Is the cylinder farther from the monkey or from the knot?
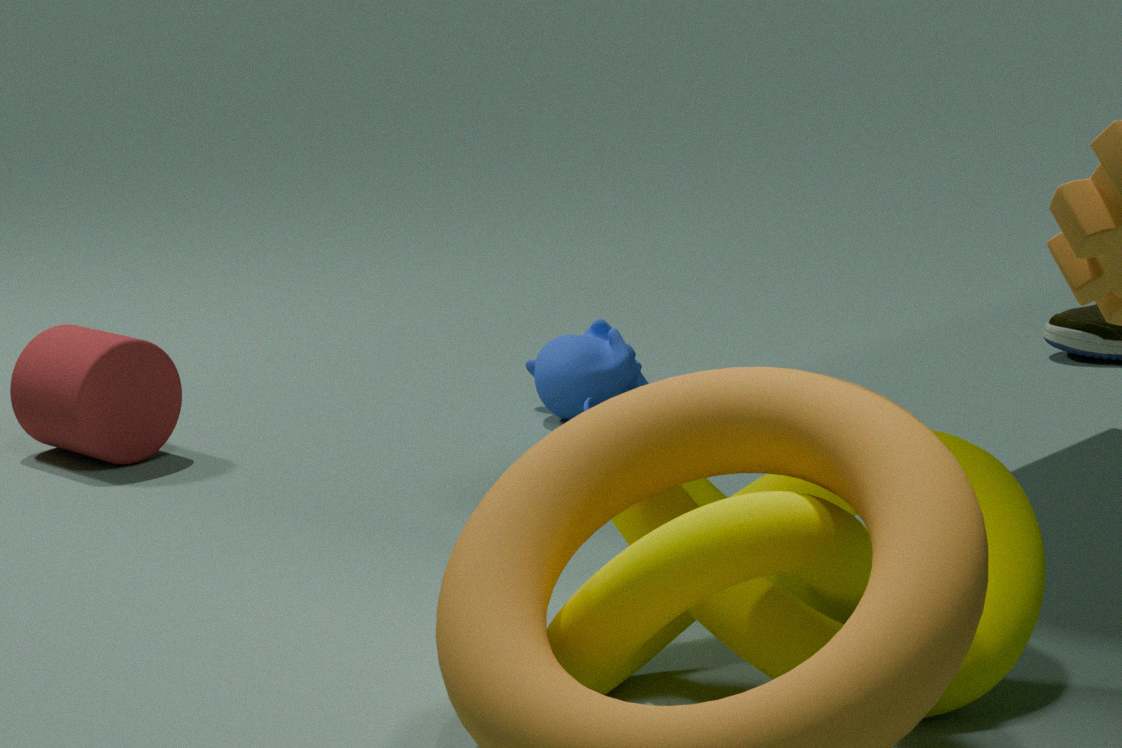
the knot
